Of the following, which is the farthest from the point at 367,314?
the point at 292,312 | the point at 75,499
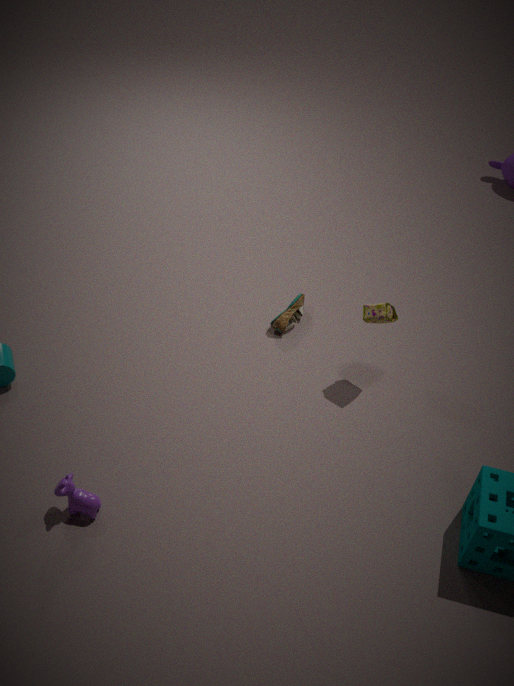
the point at 75,499
